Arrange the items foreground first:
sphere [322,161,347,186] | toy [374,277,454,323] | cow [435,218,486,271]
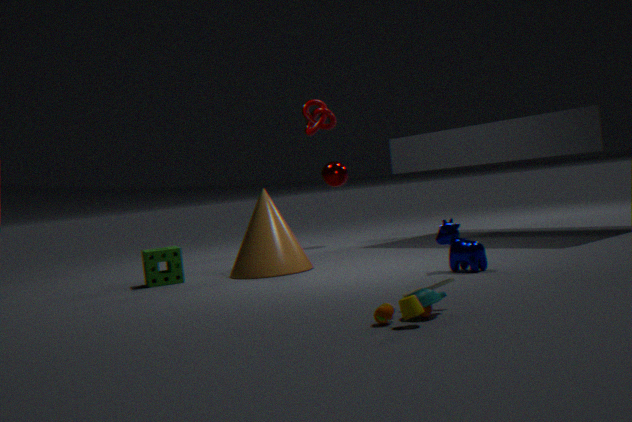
1. toy [374,277,454,323]
2. cow [435,218,486,271]
3. sphere [322,161,347,186]
